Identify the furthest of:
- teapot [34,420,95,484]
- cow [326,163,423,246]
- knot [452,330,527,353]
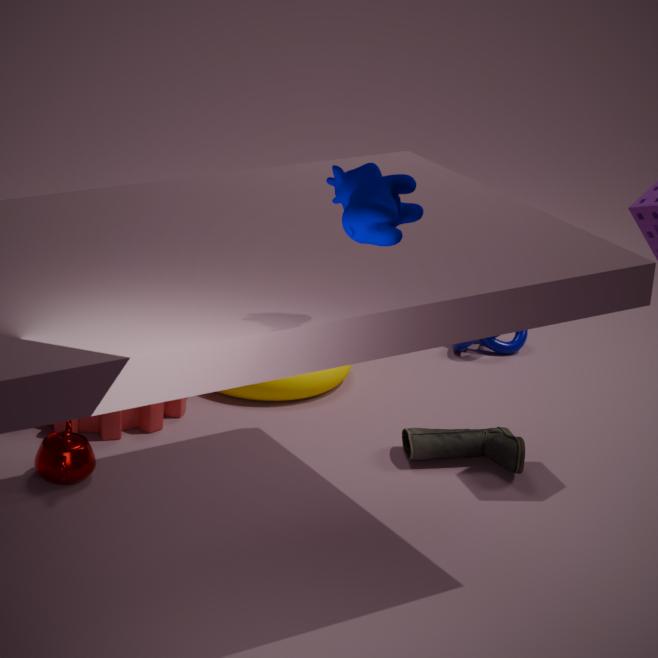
knot [452,330,527,353]
